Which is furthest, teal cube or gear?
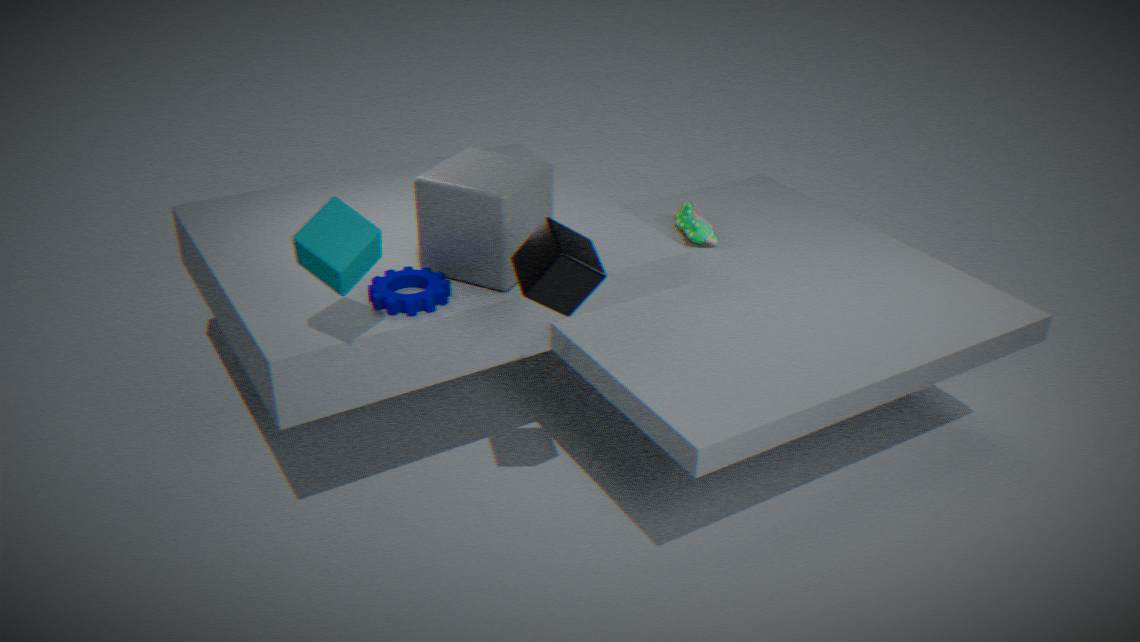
gear
